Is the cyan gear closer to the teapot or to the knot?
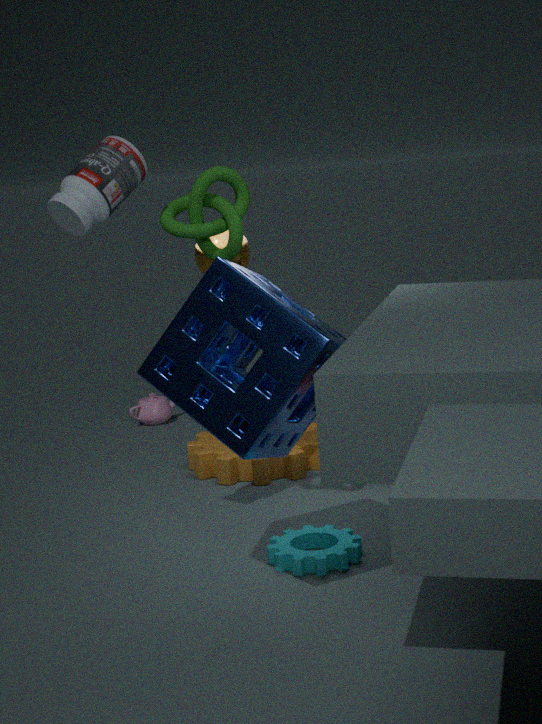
the knot
